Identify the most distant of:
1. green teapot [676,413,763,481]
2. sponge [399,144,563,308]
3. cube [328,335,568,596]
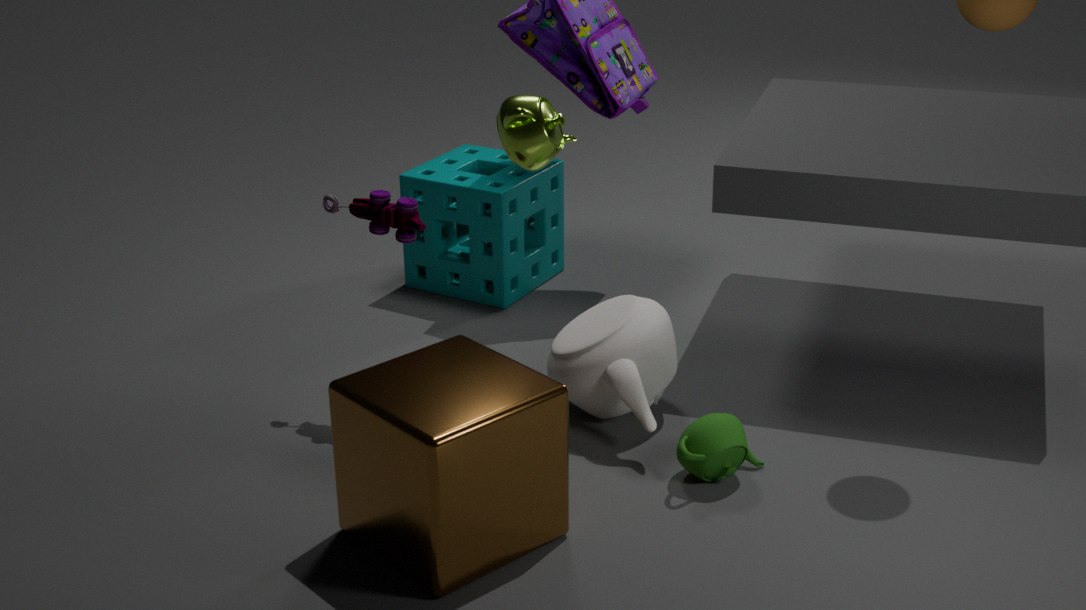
sponge [399,144,563,308]
